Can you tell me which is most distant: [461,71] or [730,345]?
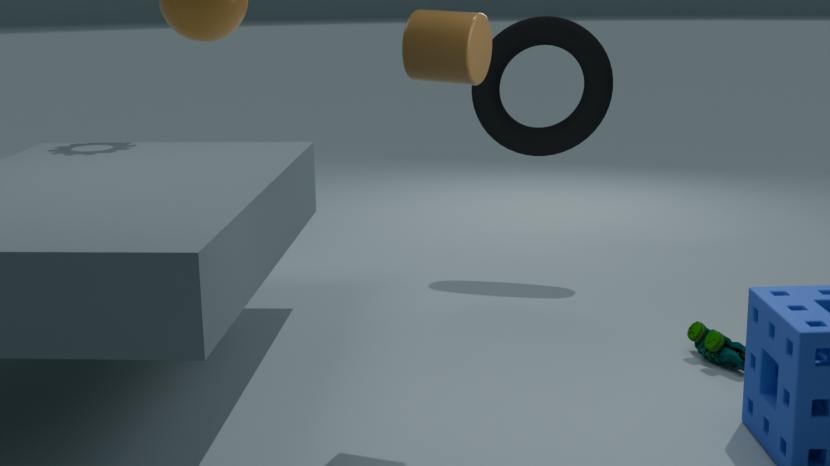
[730,345]
